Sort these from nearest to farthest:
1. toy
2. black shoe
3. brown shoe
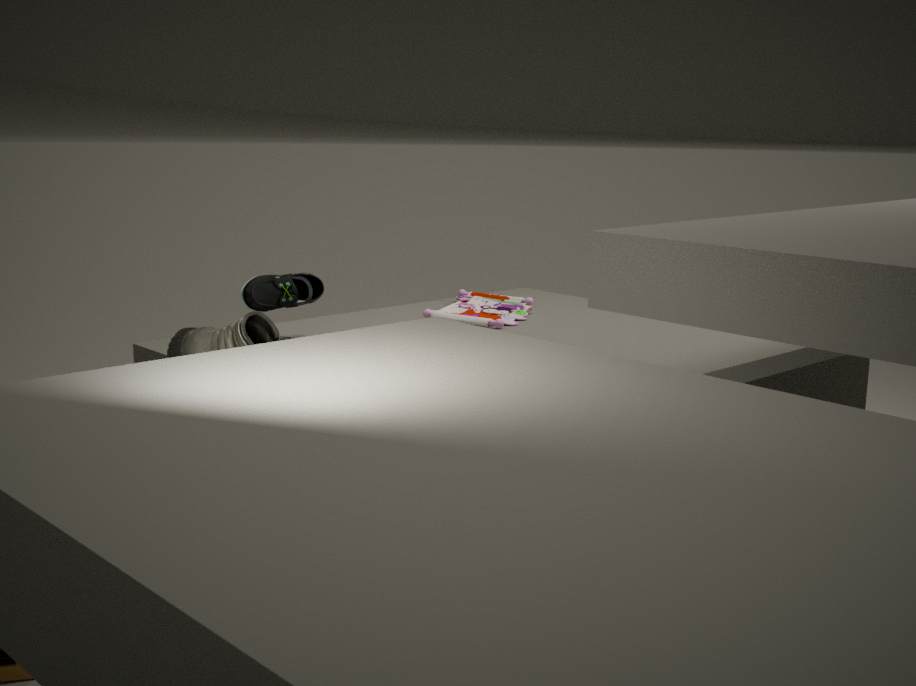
1. brown shoe
2. black shoe
3. toy
